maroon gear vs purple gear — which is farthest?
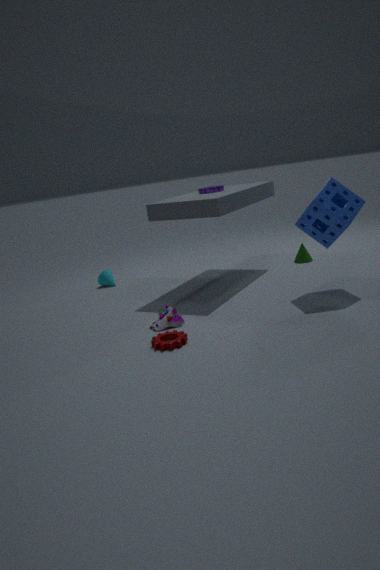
purple gear
